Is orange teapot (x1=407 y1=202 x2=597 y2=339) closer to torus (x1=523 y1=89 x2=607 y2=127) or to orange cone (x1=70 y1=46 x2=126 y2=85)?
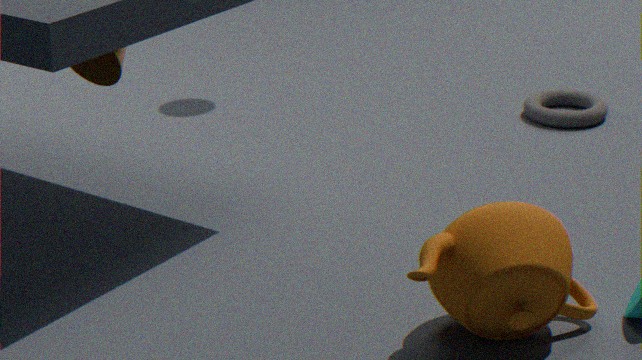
orange cone (x1=70 y1=46 x2=126 y2=85)
